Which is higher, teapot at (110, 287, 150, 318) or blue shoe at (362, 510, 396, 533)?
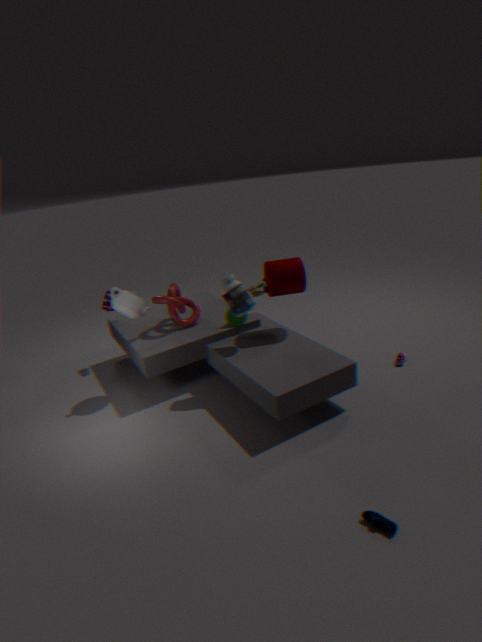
teapot at (110, 287, 150, 318)
